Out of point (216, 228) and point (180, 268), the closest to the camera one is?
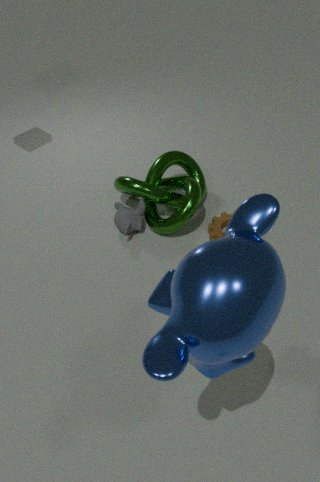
point (180, 268)
